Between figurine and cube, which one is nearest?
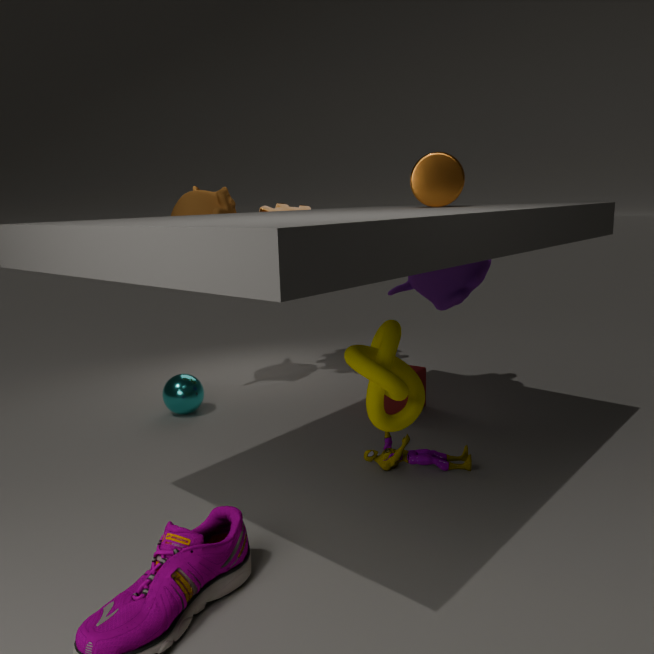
figurine
